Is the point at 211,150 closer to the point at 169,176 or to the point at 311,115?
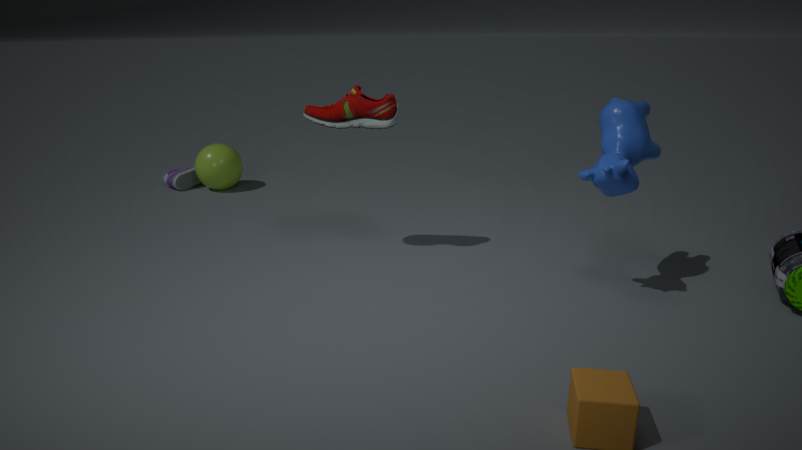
the point at 169,176
